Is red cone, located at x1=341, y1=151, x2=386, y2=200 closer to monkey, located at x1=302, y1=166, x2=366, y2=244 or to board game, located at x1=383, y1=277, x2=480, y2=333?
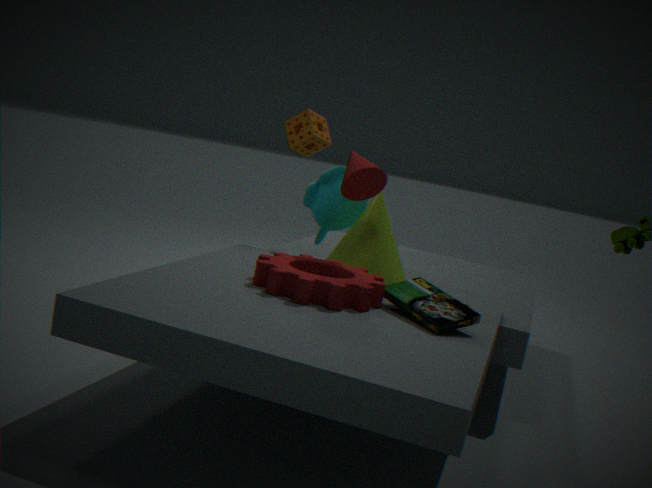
monkey, located at x1=302, y1=166, x2=366, y2=244
